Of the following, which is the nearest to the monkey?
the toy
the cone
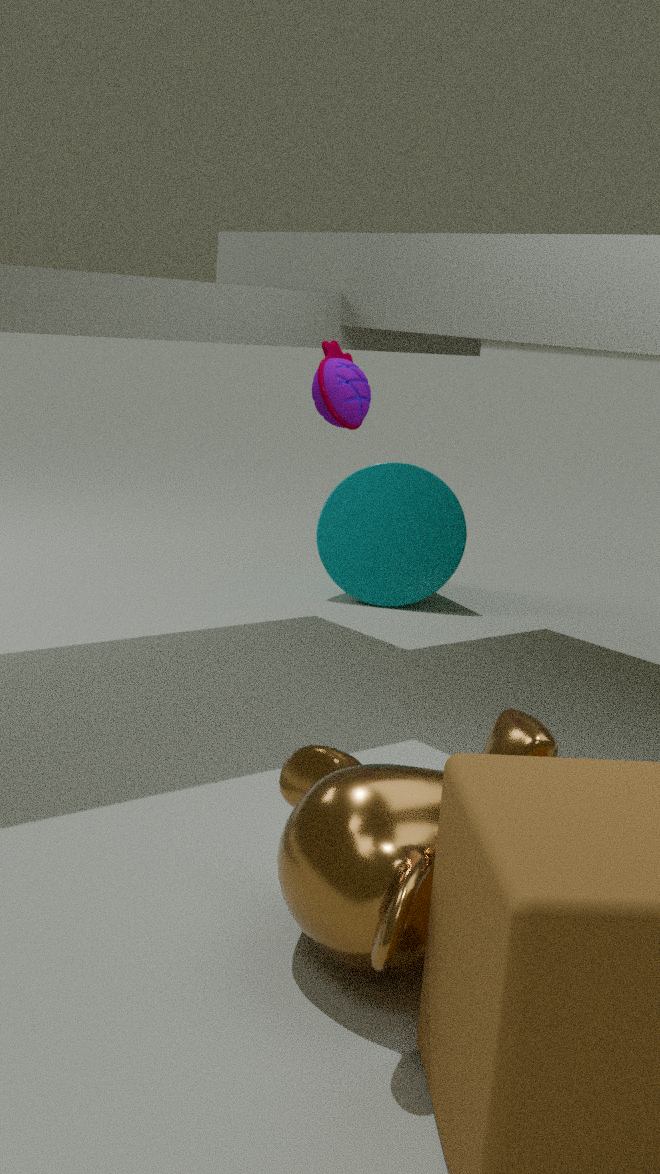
the toy
